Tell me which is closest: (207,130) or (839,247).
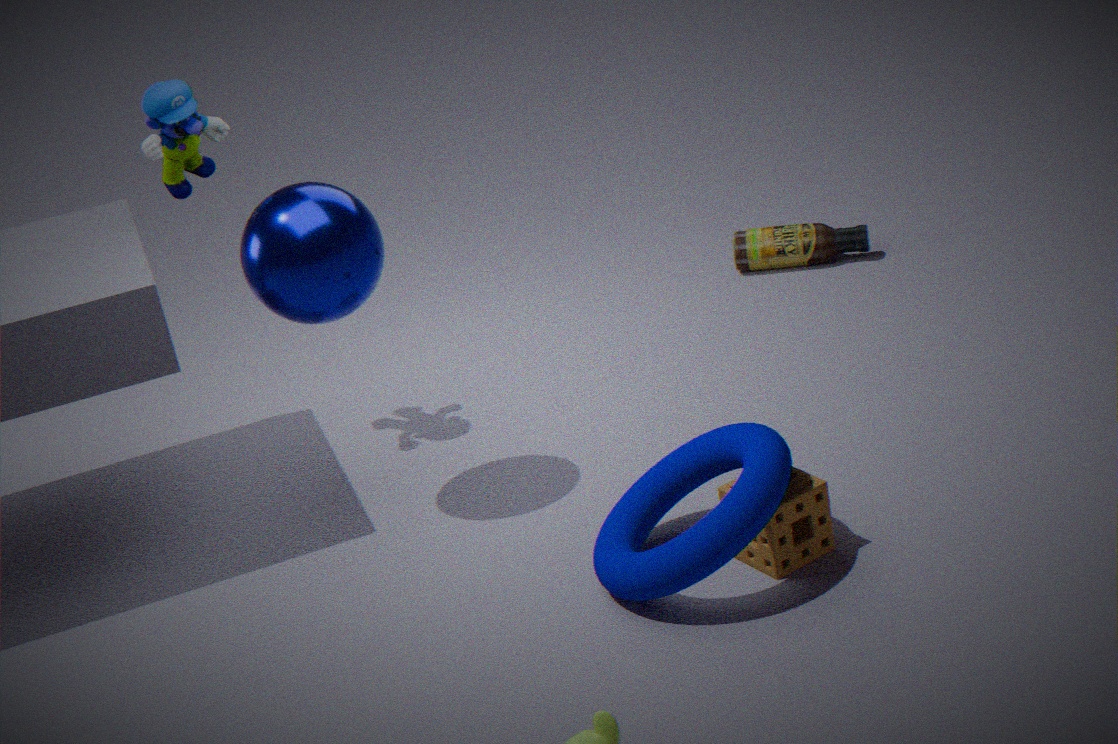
(207,130)
